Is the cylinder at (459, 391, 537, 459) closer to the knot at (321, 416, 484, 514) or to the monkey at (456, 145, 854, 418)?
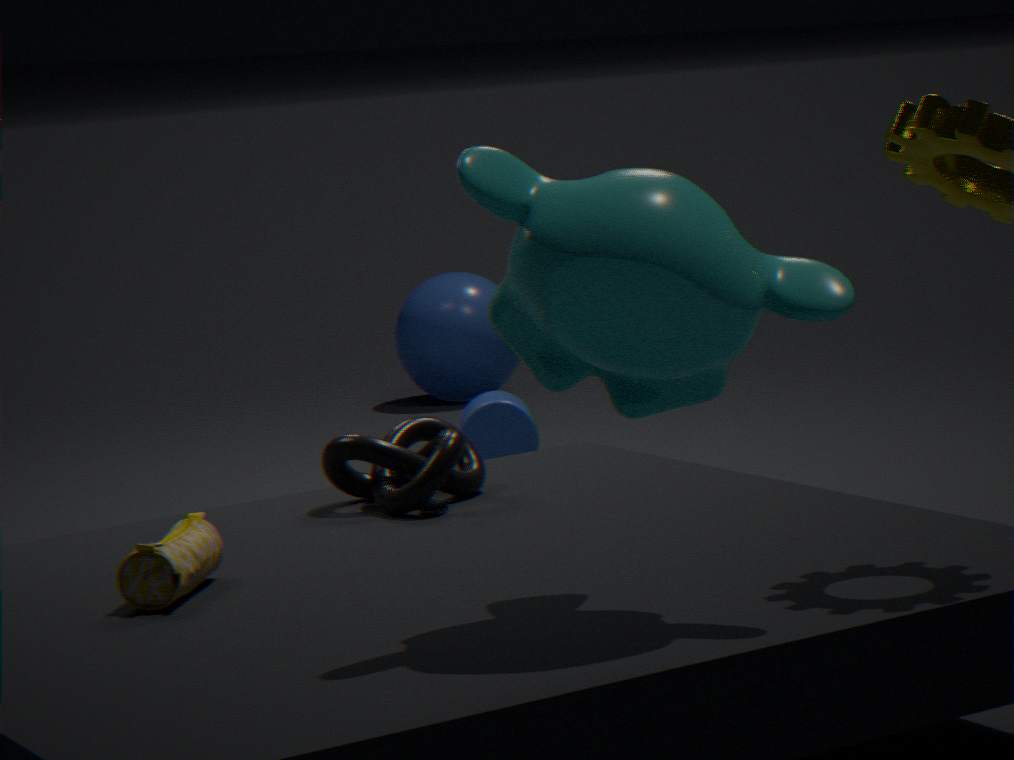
the knot at (321, 416, 484, 514)
